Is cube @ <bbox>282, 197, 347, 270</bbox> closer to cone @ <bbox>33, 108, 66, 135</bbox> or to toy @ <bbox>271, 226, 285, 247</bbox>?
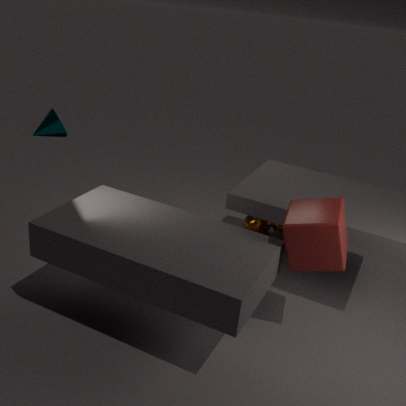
toy @ <bbox>271, 226, 285, 247</bbox>
